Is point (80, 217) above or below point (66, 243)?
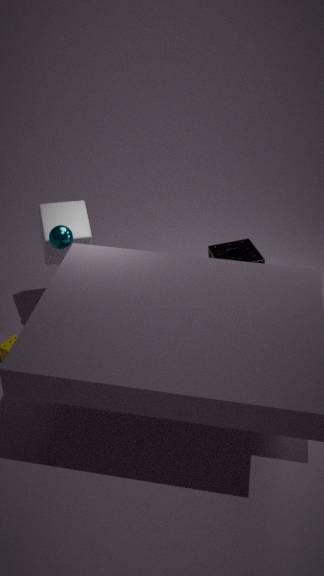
below
